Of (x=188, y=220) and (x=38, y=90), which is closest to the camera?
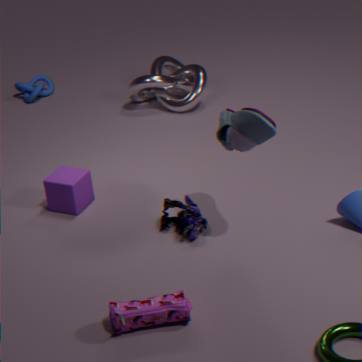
(x=188, y=220)
